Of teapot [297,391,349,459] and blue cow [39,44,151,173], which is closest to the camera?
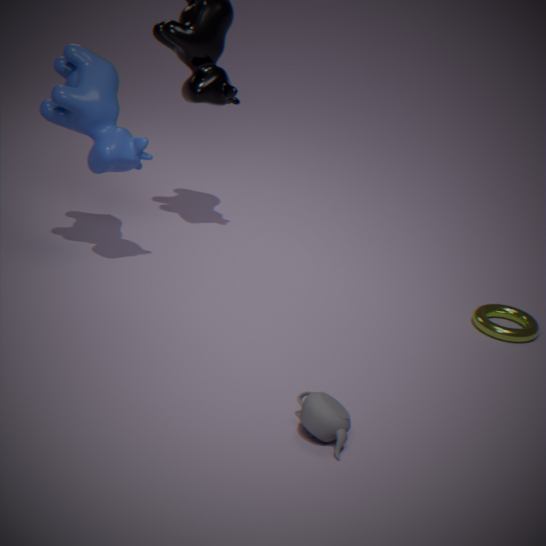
teapot [297,391,349,459]
